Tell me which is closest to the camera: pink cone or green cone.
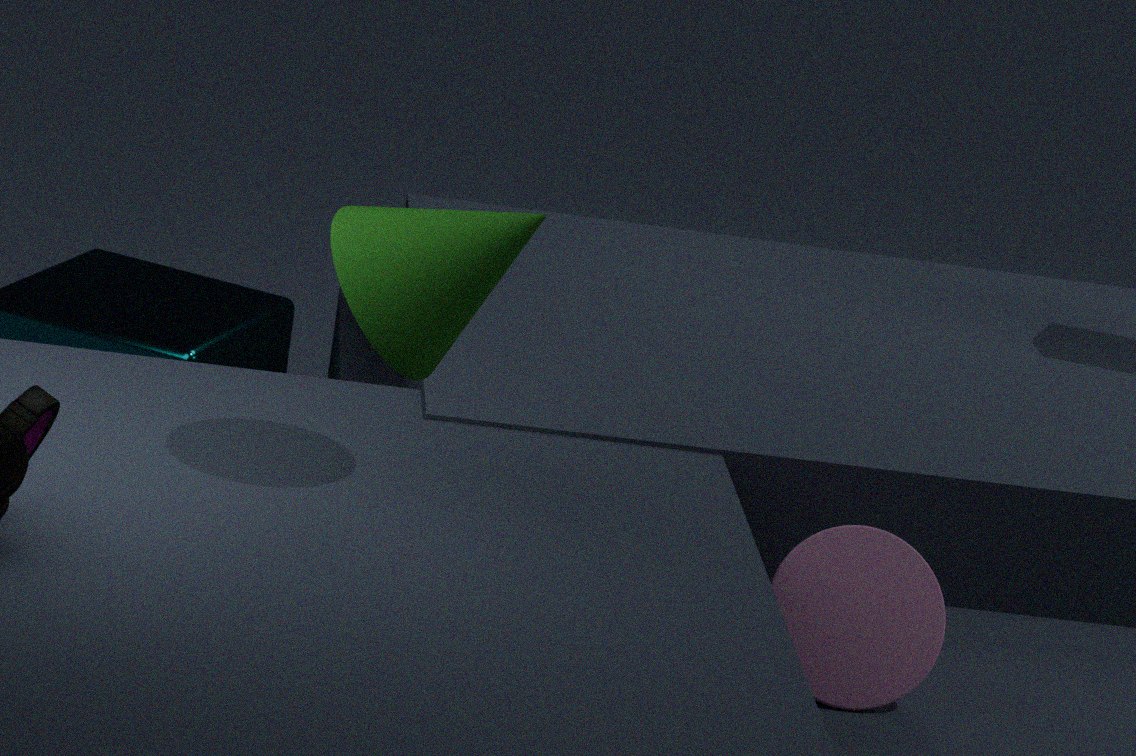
green cone
